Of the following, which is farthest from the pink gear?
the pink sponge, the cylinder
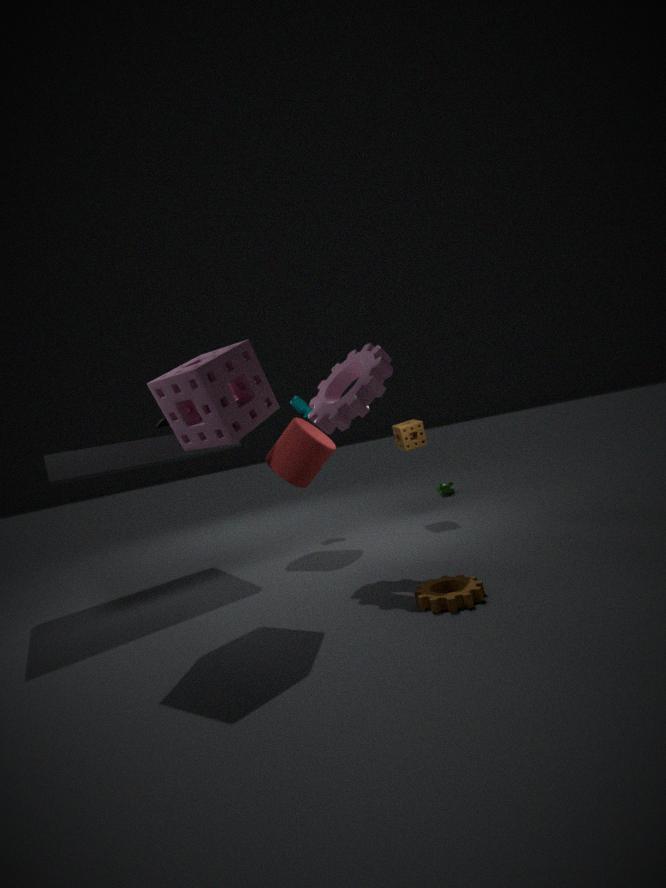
the cylinder
